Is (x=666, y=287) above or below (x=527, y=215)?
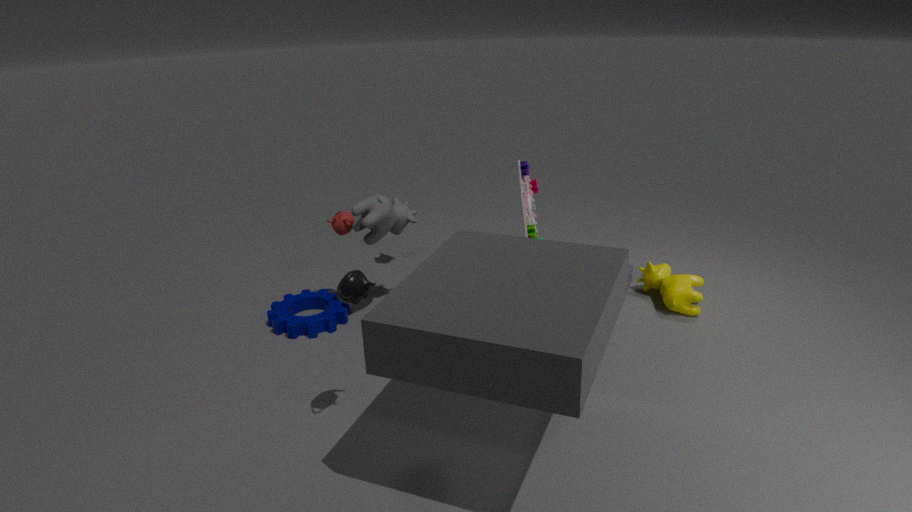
below
